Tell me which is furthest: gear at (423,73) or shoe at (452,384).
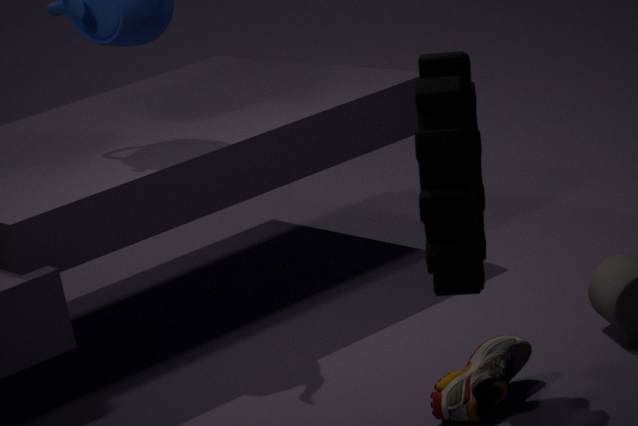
shoe at (452,384)
